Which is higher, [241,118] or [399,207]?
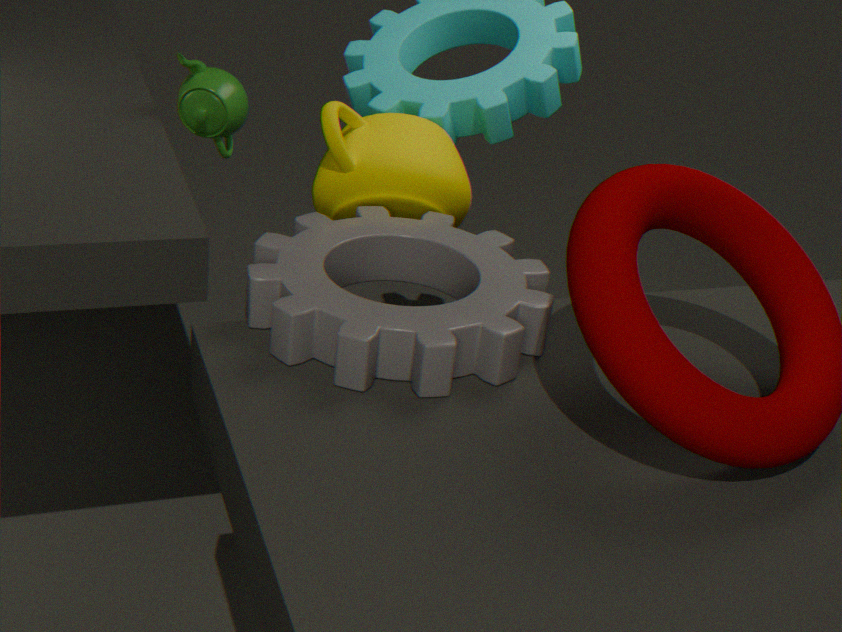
[241,118]
